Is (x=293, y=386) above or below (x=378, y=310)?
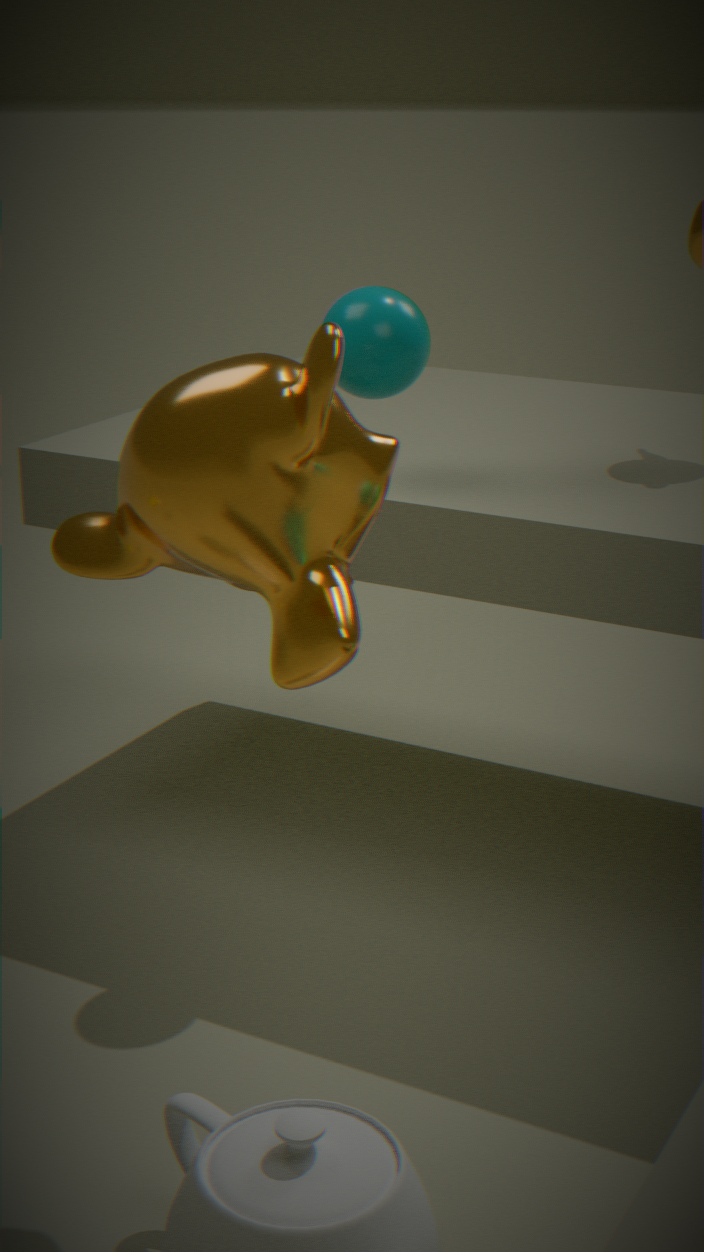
below
